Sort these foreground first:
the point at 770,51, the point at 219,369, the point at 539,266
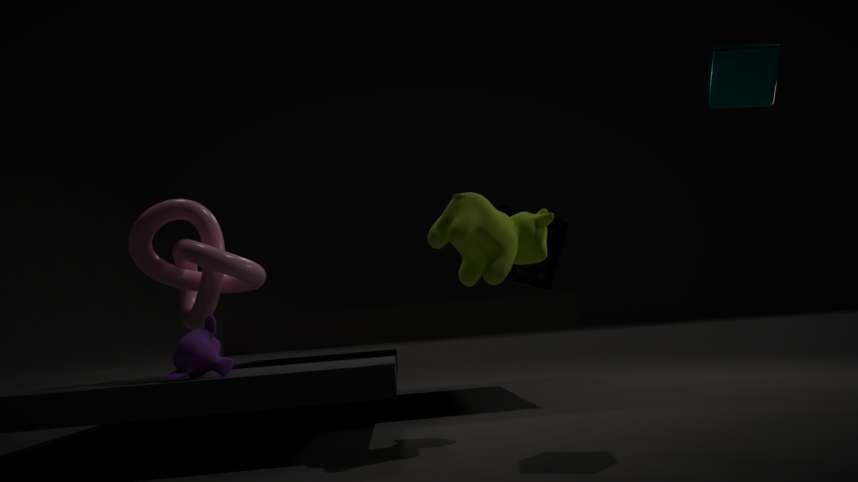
the point at 770,51, the point at 219,369, the point at 539,266
